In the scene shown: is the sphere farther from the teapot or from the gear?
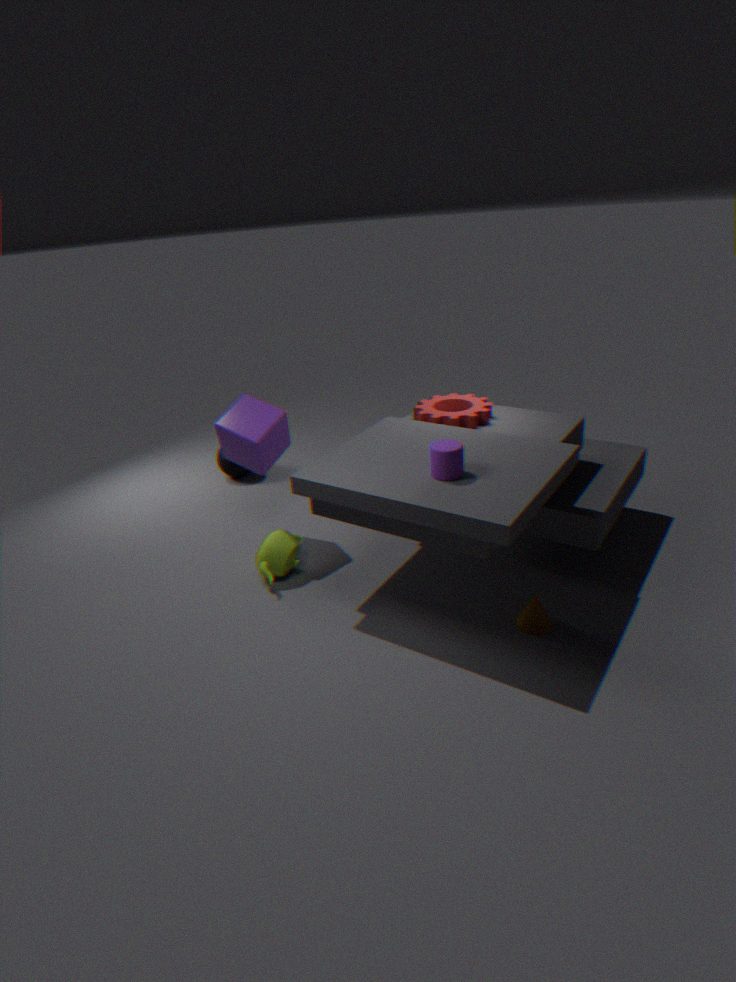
the gear
